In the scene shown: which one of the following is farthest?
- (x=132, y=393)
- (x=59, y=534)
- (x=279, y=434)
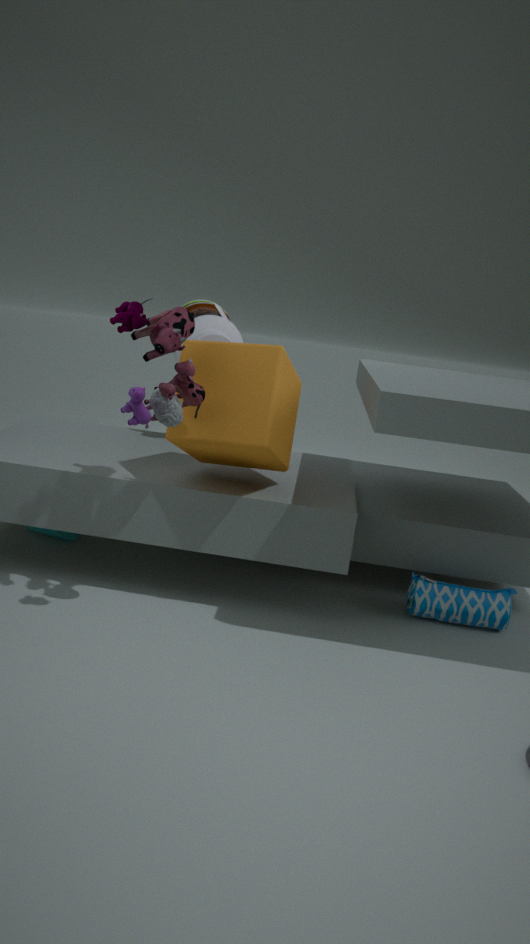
(x=59, y=534)
